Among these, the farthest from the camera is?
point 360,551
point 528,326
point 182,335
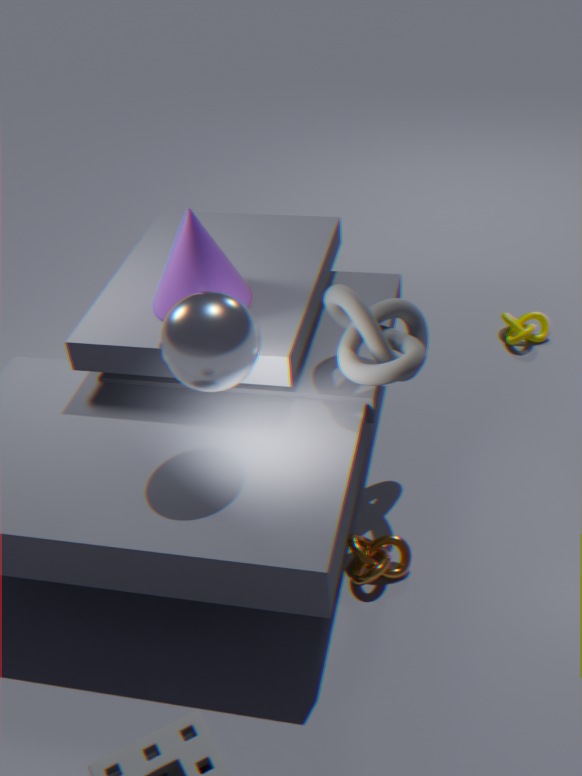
point 528,326
